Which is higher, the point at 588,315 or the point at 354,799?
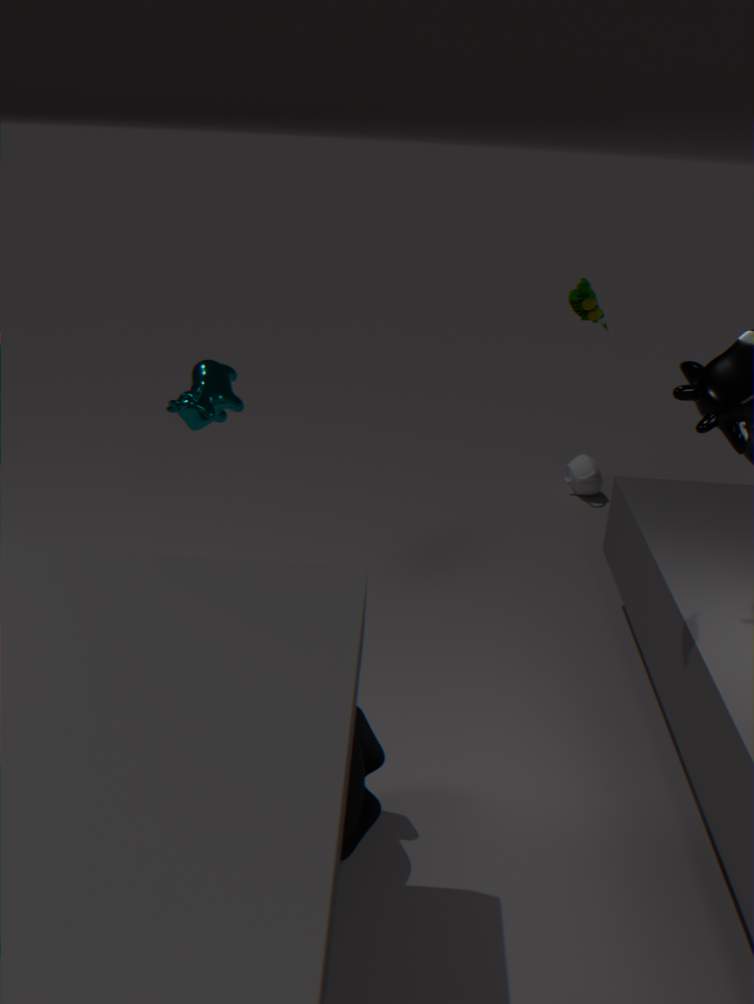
the point at 588,315
